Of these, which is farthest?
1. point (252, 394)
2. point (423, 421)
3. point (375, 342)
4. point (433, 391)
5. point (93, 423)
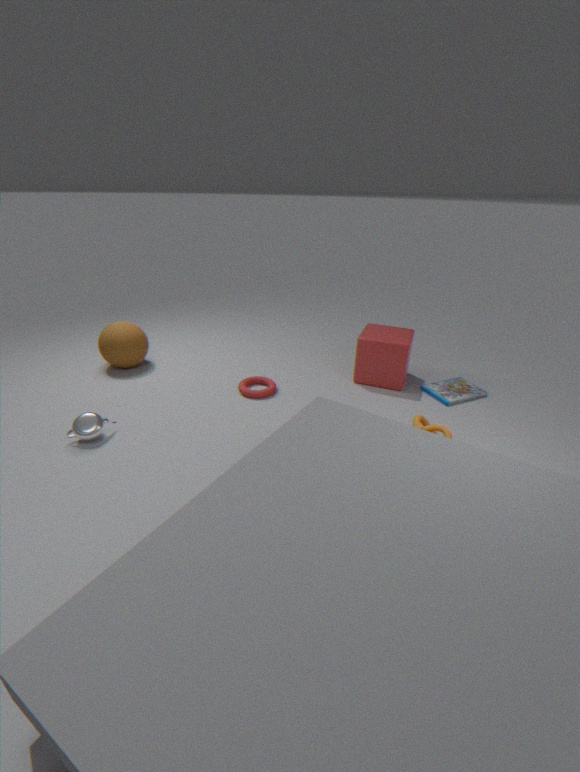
point (433, 391)
